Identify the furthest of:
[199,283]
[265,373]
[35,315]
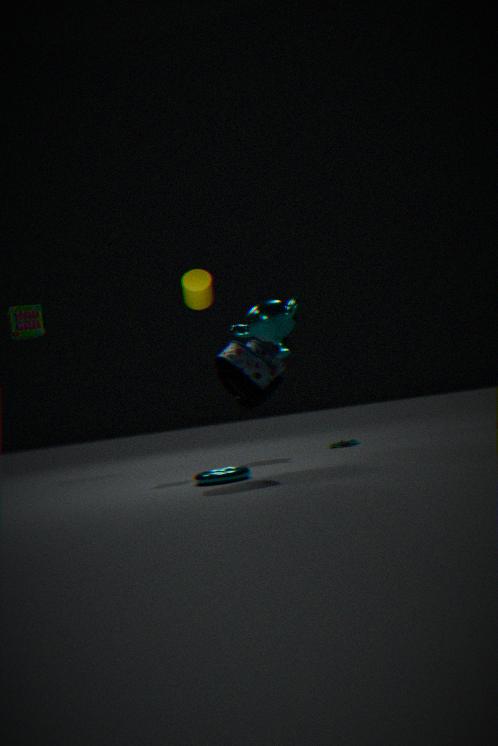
[35,315]
